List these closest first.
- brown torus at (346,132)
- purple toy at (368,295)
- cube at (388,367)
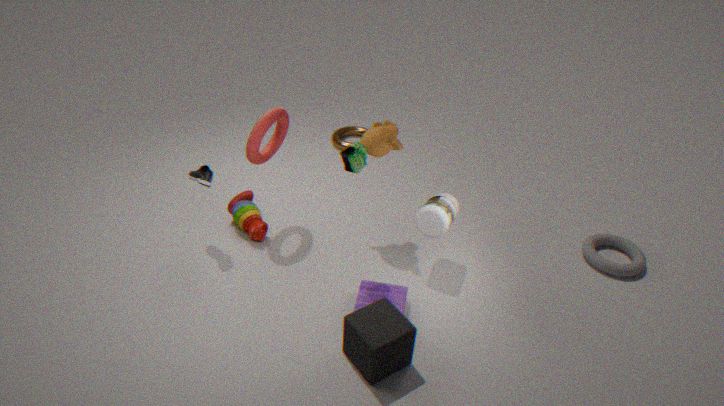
cube at (388,367)
purple toy at (368,295)
brown torus at (346,132)
